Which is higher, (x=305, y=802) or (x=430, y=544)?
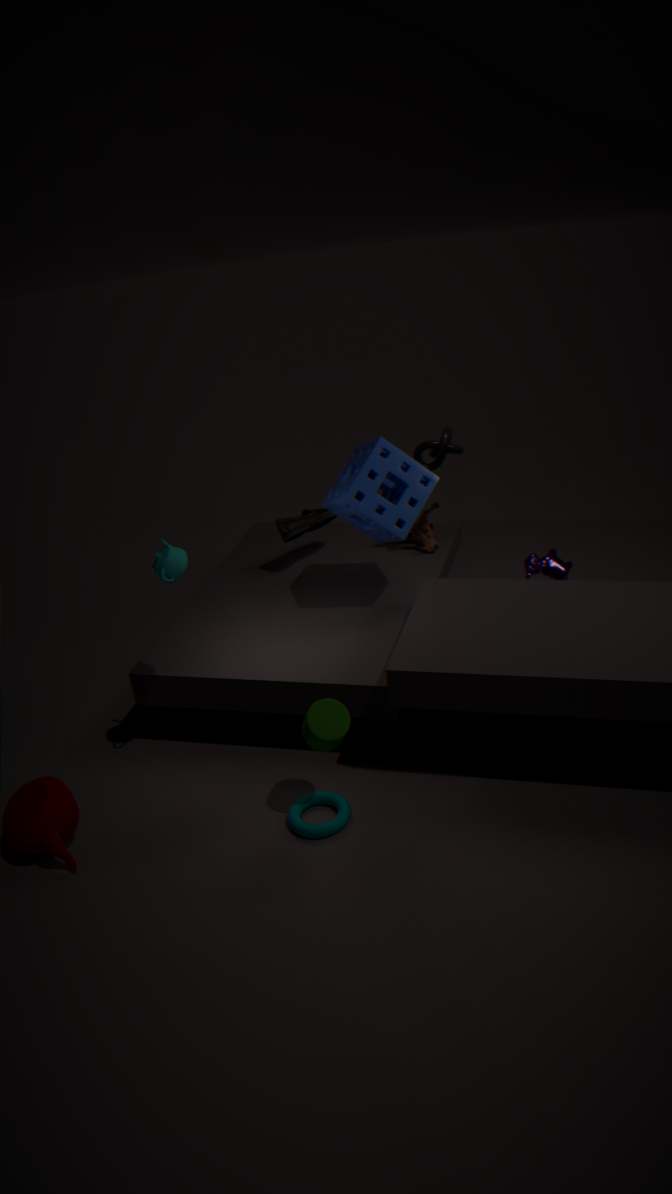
(x=430, y=544)
